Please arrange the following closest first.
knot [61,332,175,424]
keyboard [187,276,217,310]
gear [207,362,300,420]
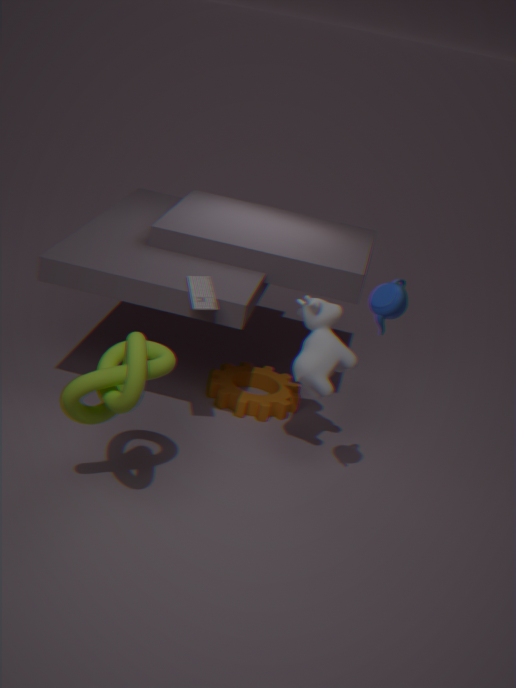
knot [61,332,175,424]
keyboard [187,276,217,310]
gear [207,362,300,420]
